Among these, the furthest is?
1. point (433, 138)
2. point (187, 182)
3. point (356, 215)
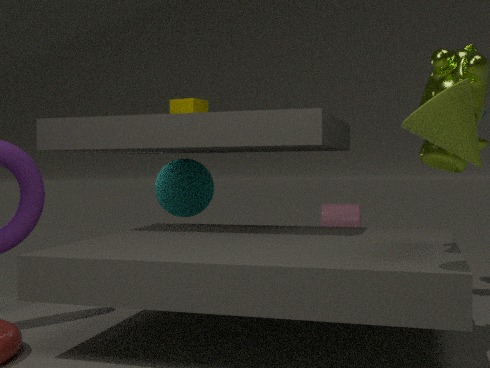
point (356, 215)
